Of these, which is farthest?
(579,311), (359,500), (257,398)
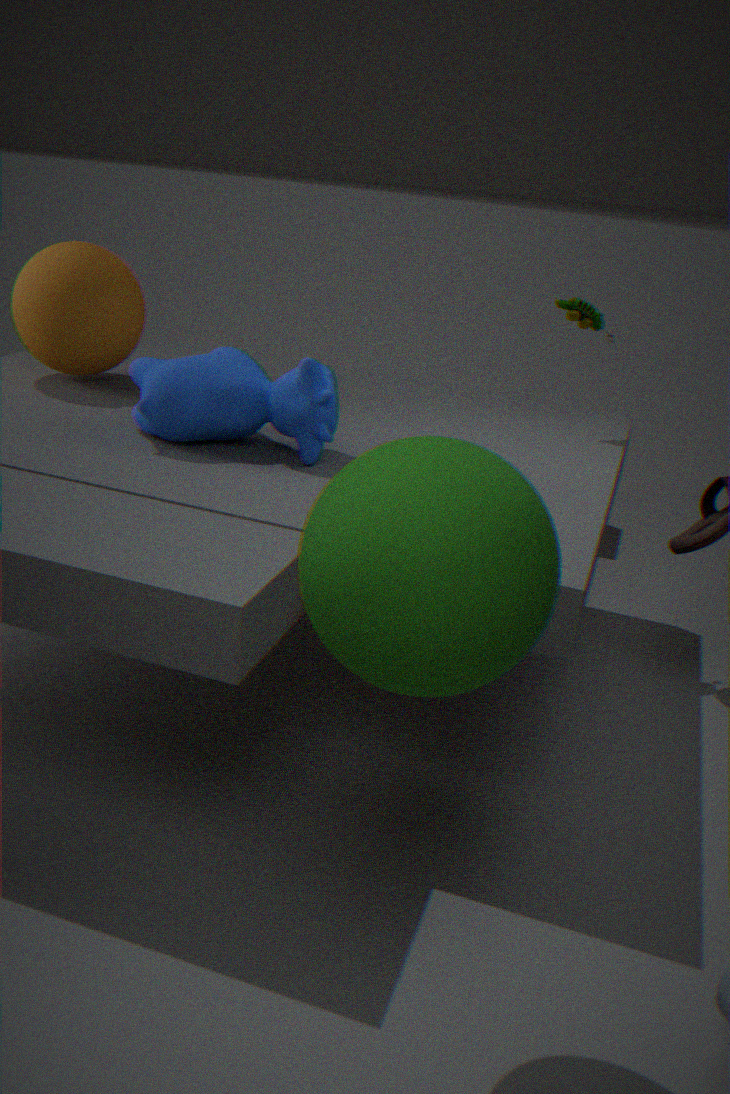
(579,311)
